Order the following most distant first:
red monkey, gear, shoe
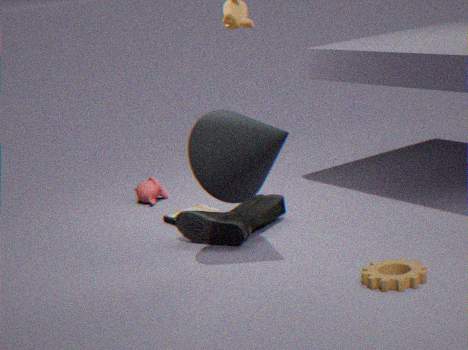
red monkey, shoe, gear
